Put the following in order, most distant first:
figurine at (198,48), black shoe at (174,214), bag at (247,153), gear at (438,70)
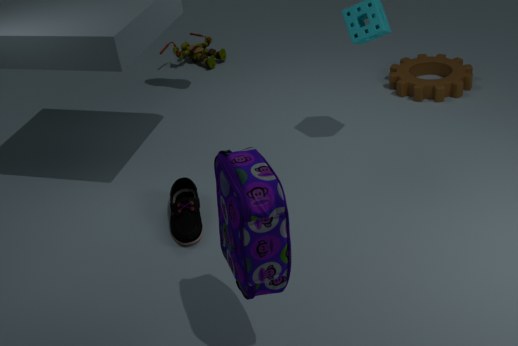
figurine at (198,48)
gear at (438,70)
black shoe at (174,214)
bag at (247,153)
